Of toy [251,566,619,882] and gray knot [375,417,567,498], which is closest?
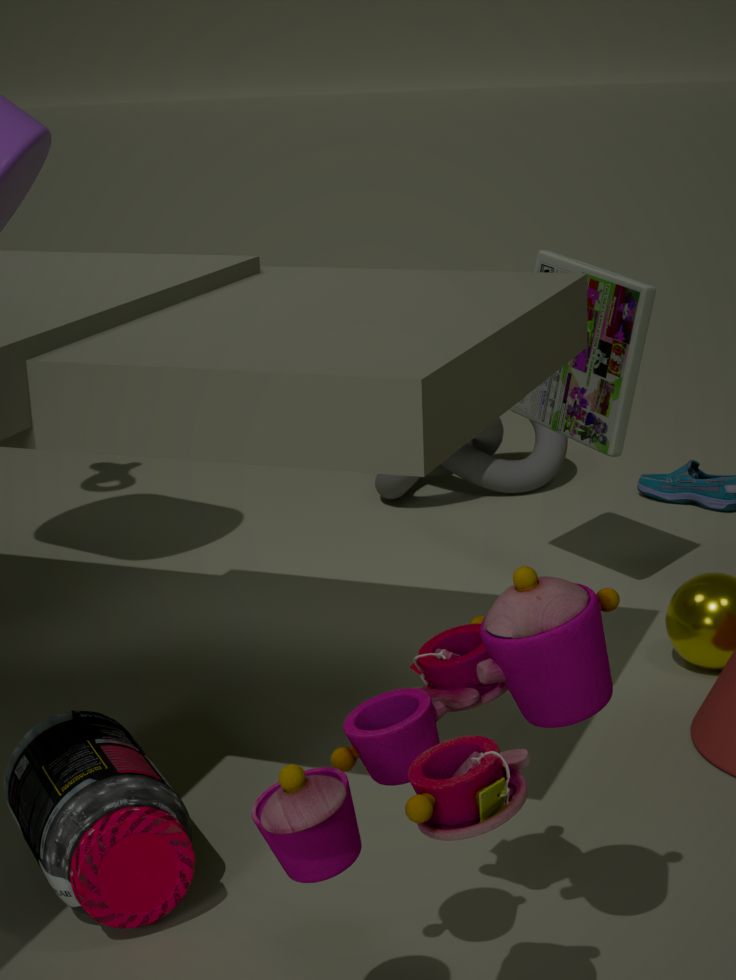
toy [251,566,619,882]
